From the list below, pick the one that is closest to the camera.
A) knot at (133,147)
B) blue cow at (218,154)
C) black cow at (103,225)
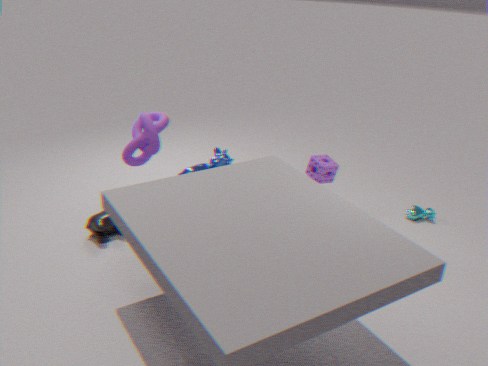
knot at (133,147)
